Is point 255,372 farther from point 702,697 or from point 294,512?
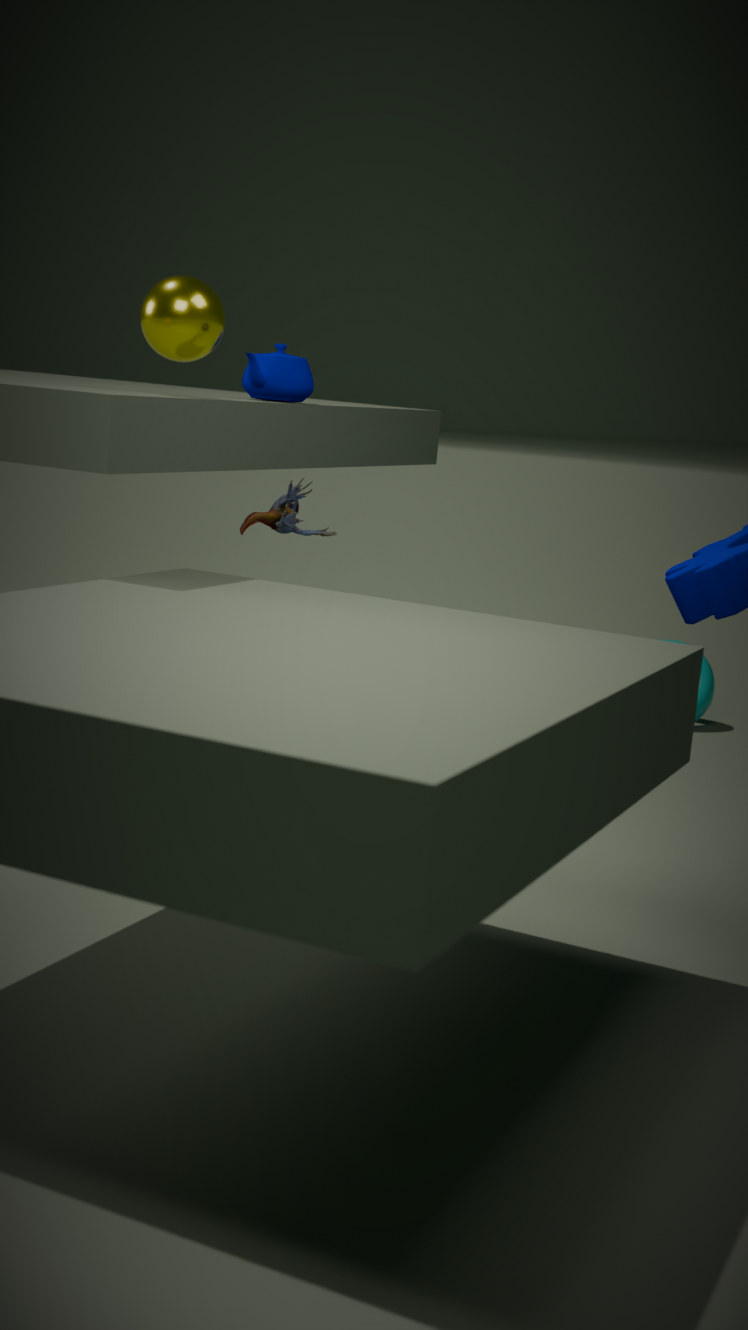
point 702,697
